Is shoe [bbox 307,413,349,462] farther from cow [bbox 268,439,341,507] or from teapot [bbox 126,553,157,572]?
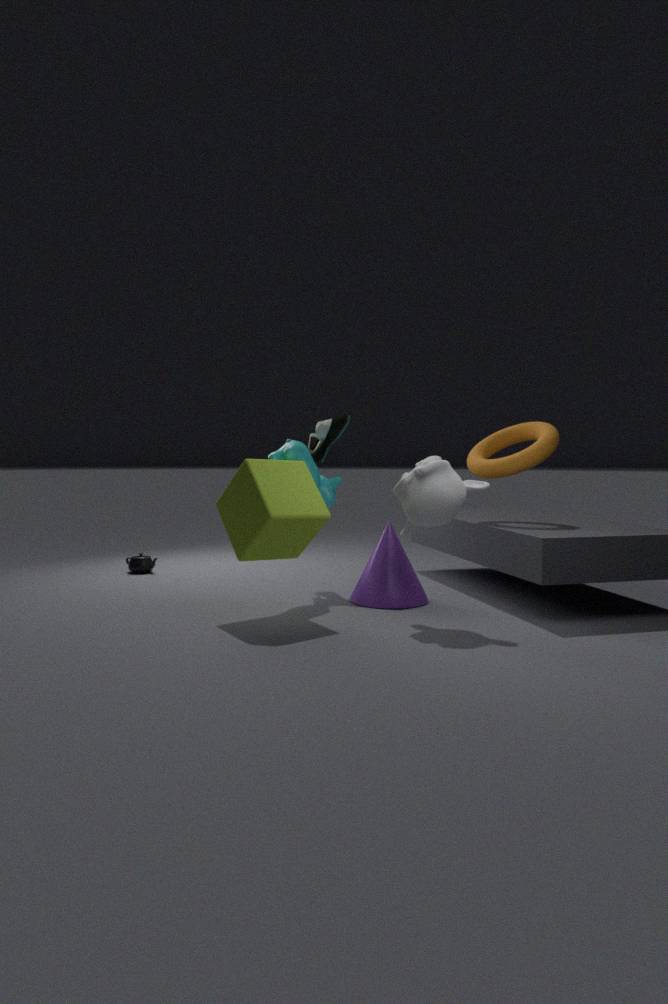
teapot [bbox 126,553,157,572]
